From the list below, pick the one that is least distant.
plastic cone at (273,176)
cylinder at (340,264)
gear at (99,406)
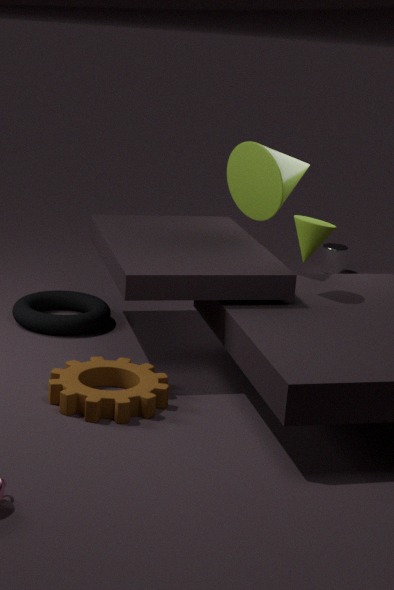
gear at (99,406)
